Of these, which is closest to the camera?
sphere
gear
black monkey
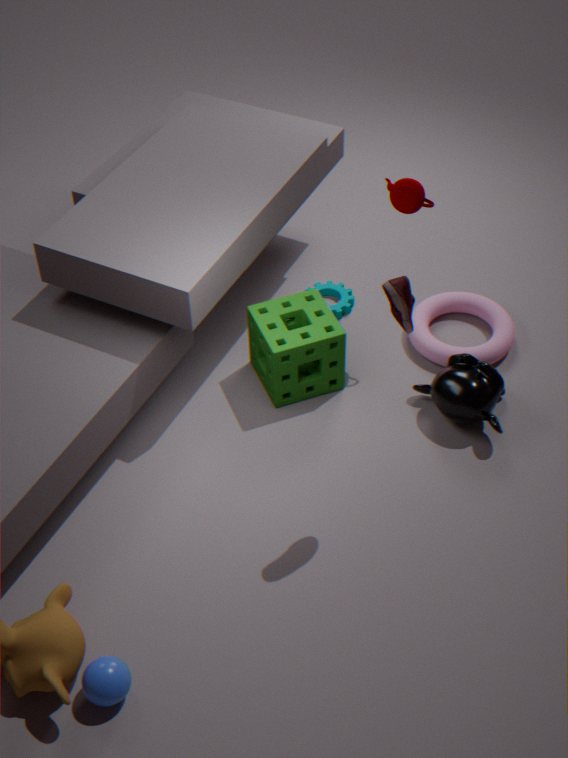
sphere
